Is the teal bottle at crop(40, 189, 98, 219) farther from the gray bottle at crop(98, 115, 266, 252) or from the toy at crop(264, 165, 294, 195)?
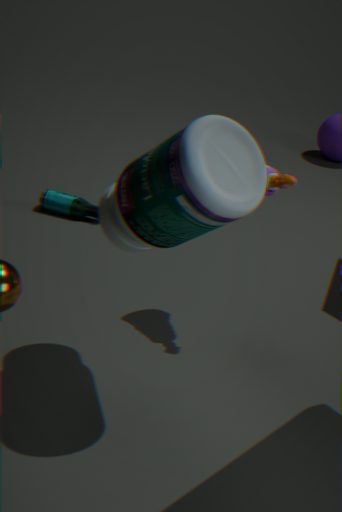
the gray bottle at crop(98, 115, 266, 252)
